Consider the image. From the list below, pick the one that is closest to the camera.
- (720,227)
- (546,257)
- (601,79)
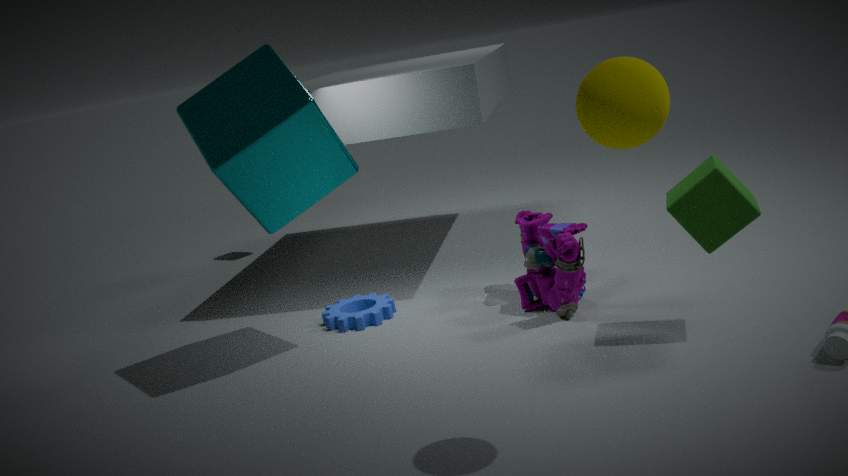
(601,79)
